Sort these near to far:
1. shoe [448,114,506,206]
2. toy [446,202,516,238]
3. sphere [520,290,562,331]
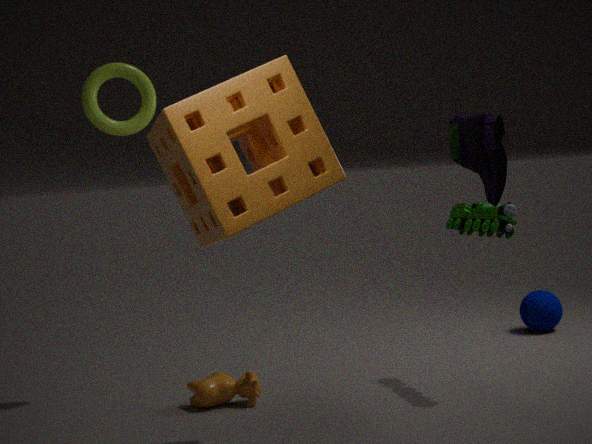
shoe [448,114,506,206] < toy [446,202,516,238] < sphere [520,290,562,331]
